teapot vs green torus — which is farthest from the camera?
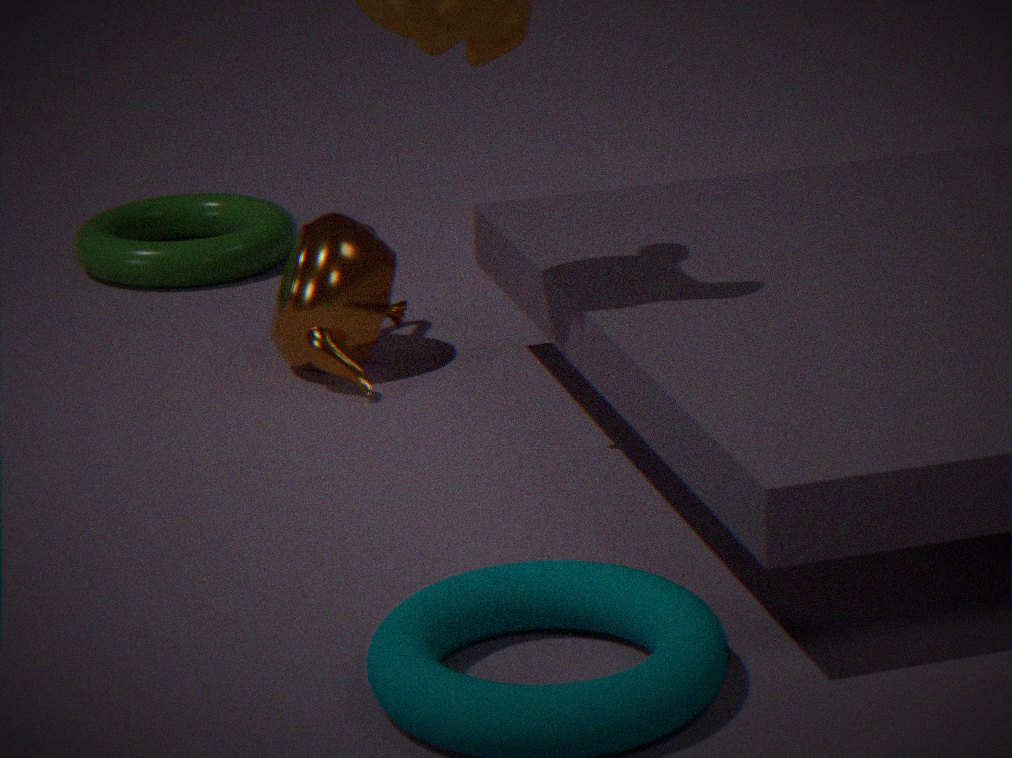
green torus
